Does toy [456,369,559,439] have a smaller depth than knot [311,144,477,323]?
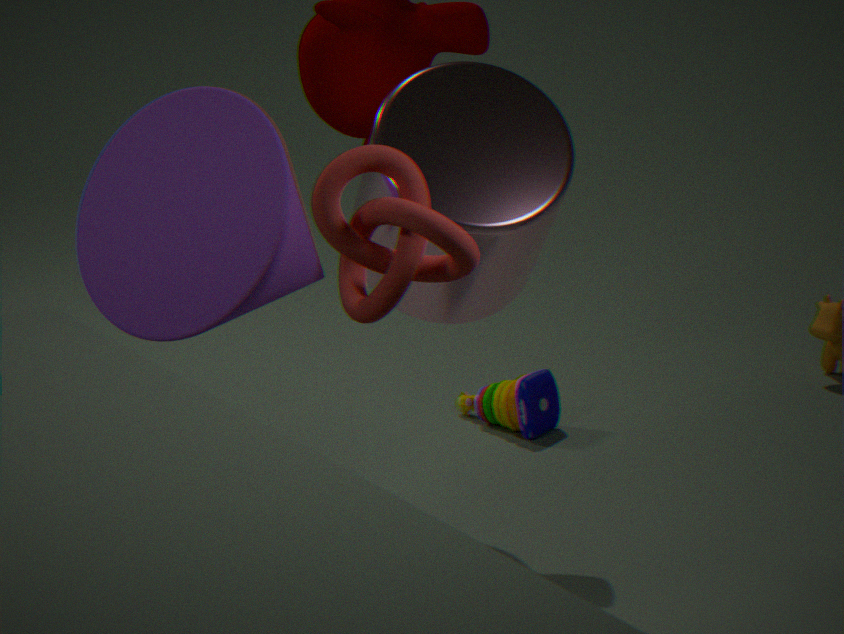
No
